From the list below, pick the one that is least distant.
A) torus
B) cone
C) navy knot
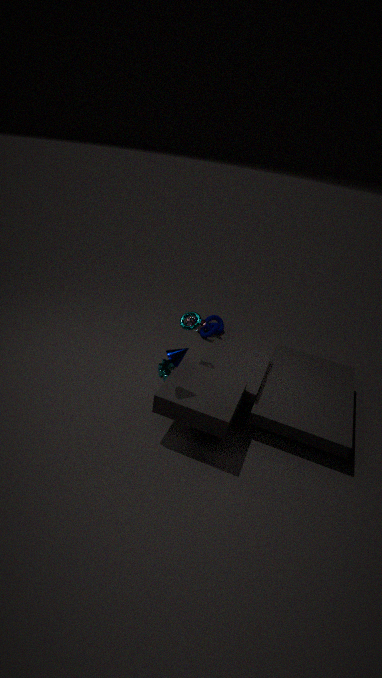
cone
